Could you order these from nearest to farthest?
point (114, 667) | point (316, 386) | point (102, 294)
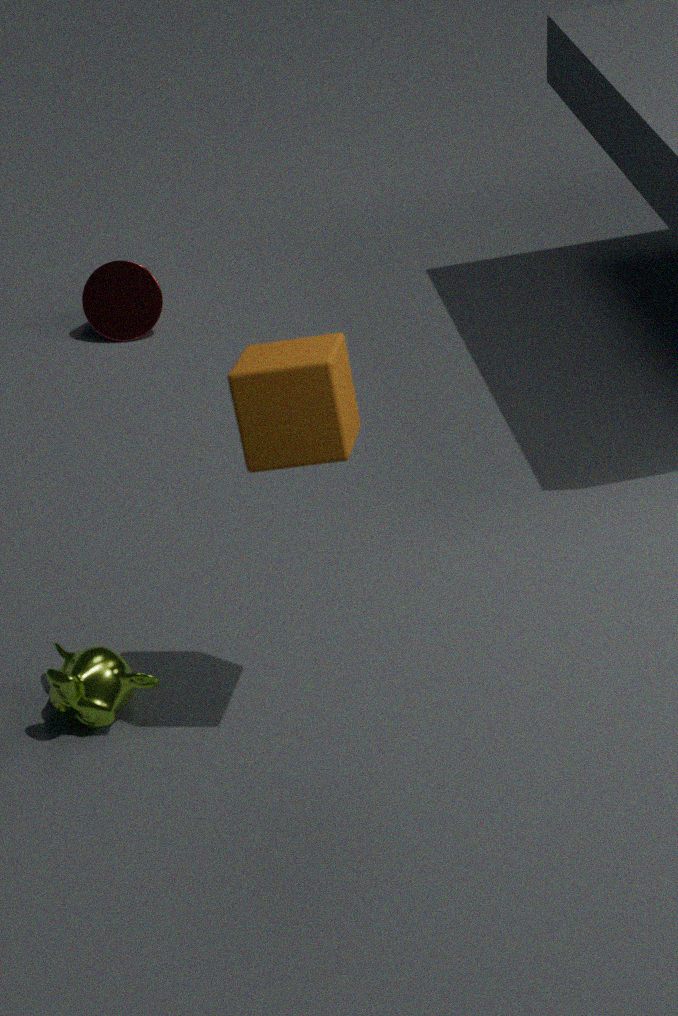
point (316, 386) → point (114, 667) → point (102, 294)
